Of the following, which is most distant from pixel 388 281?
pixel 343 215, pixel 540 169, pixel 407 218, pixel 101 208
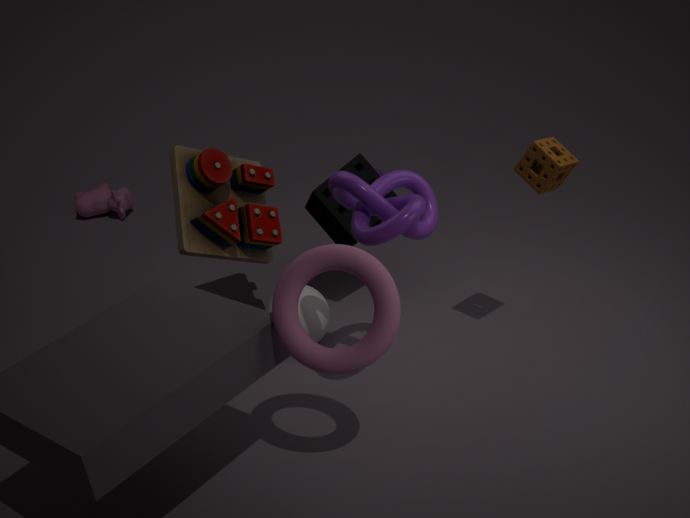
pixel 101 208
